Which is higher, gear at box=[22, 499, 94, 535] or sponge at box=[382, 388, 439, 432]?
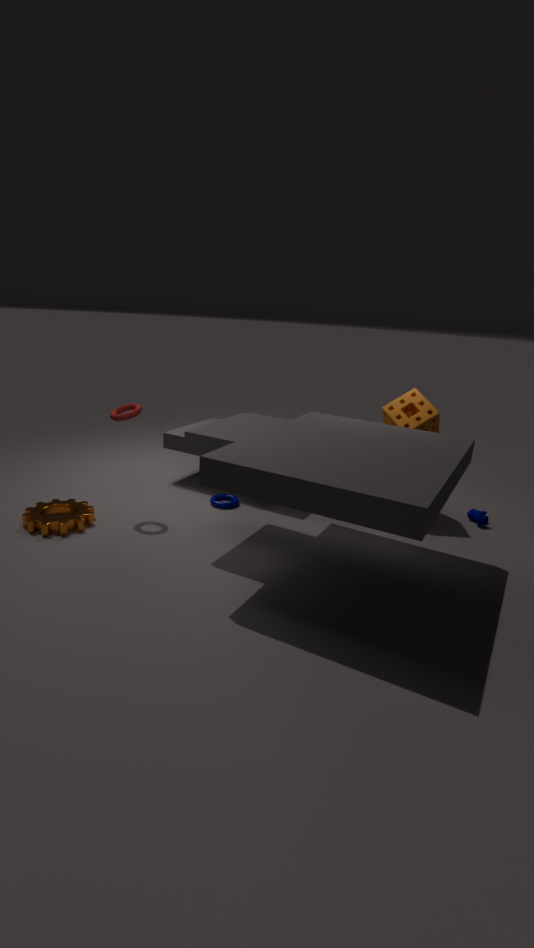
sponge at box=[382, 388, 439, 432]
